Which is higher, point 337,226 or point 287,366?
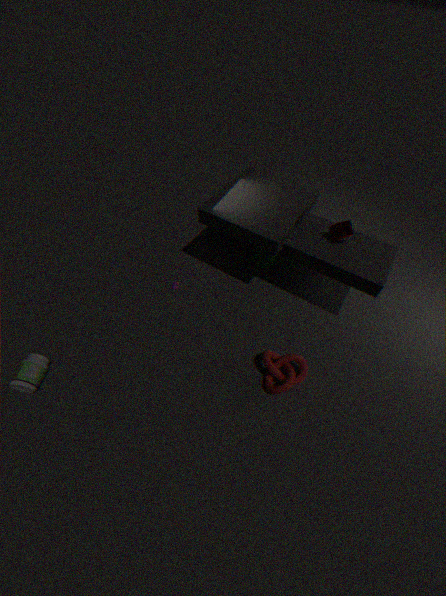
point 337,226
